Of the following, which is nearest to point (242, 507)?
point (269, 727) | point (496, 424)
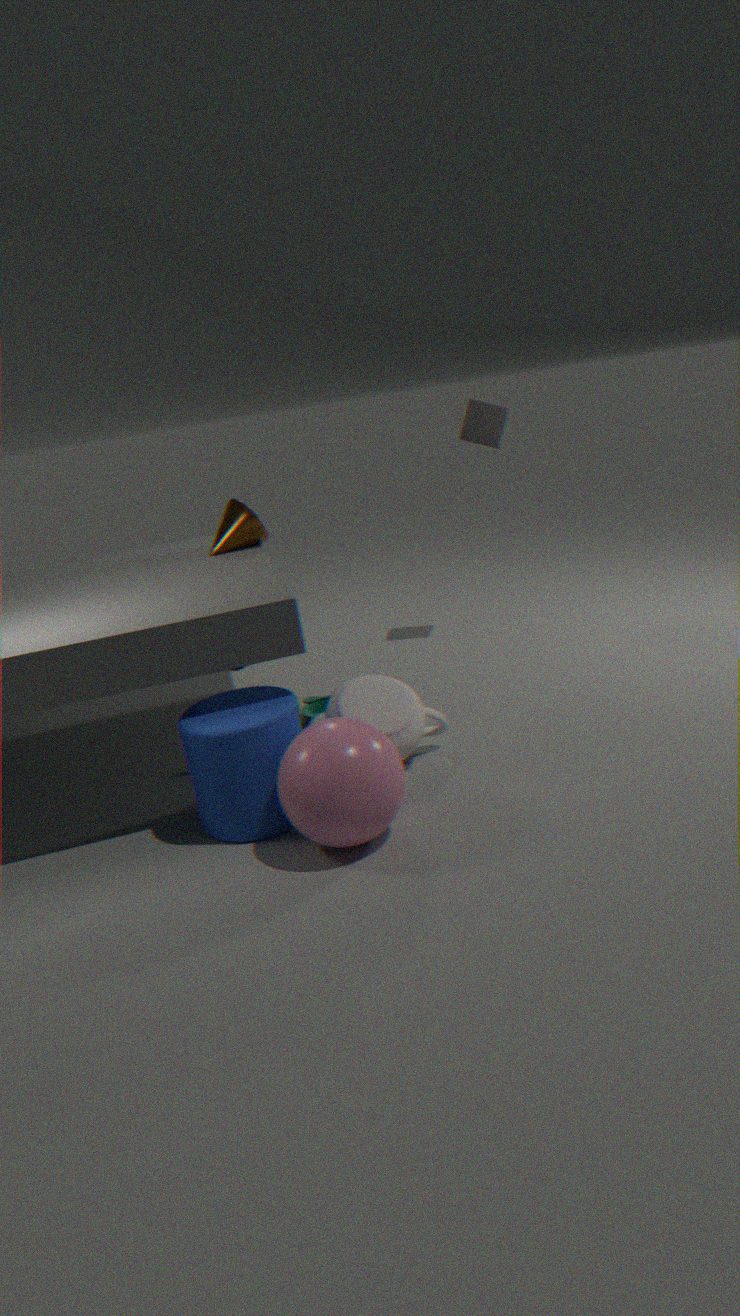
point (269, 727)
